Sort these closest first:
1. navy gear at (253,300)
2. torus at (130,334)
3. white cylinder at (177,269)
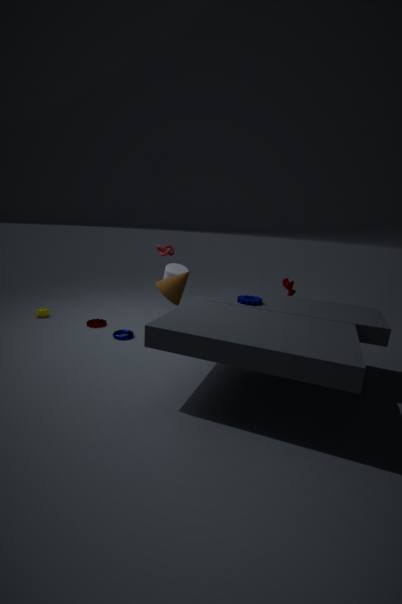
navy gear at (253,300), torus at (130,334), white cylinder at (177,269)
